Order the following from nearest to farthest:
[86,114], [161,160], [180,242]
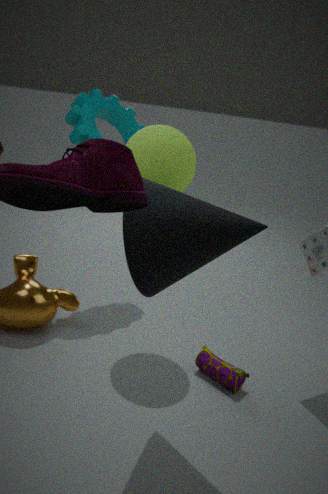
[180,242] → [161,160] → [86,114]
